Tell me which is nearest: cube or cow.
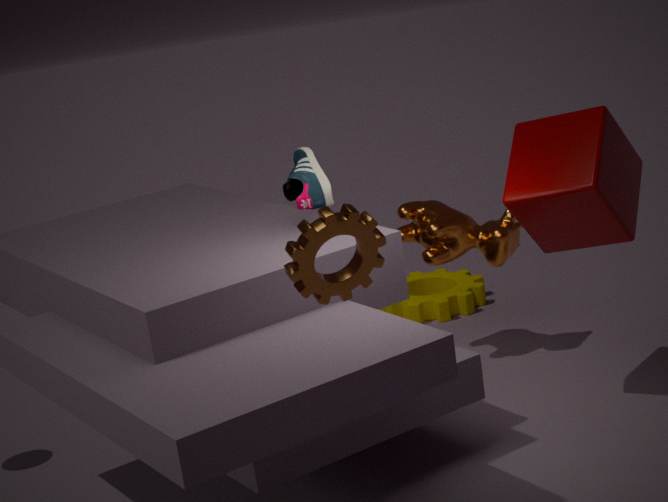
cube
